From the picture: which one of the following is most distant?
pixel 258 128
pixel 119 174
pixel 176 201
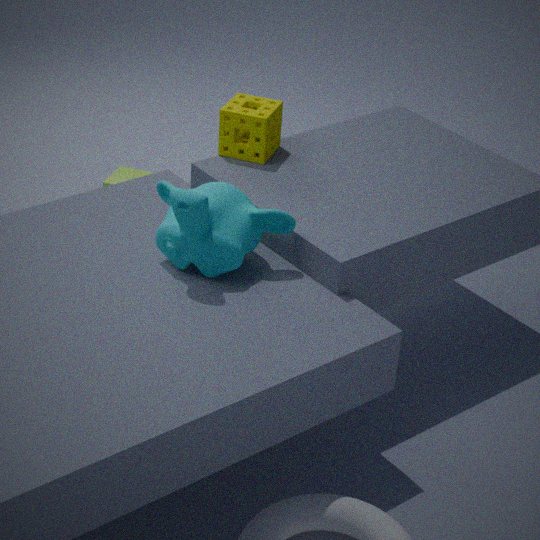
pixel 119 174
